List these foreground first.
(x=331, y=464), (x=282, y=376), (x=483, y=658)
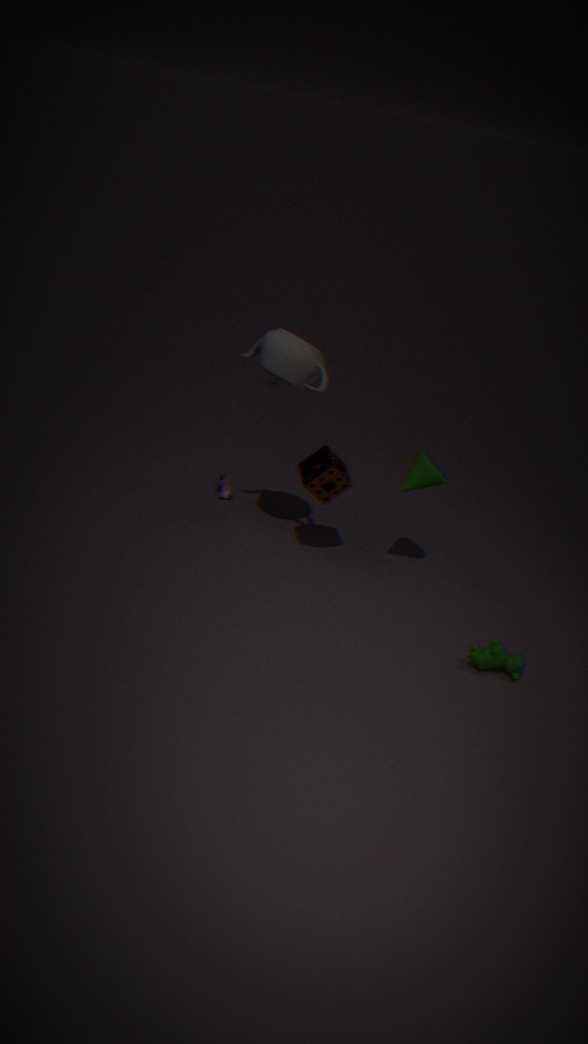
(x=483, y=658) → (x=282, y=376) → (x=331, y=464)
